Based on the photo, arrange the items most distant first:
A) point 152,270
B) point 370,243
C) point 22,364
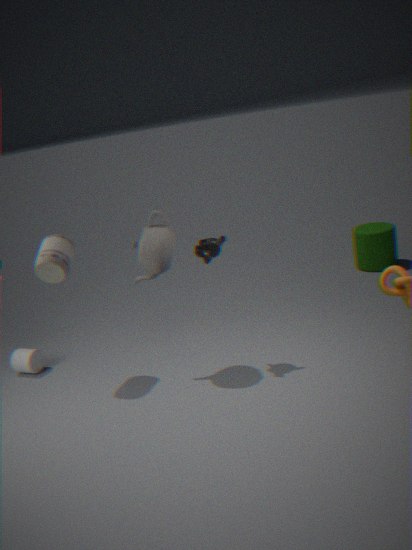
1. B. point 370,243
2. C. point 22,364
3. A. point 152,270
